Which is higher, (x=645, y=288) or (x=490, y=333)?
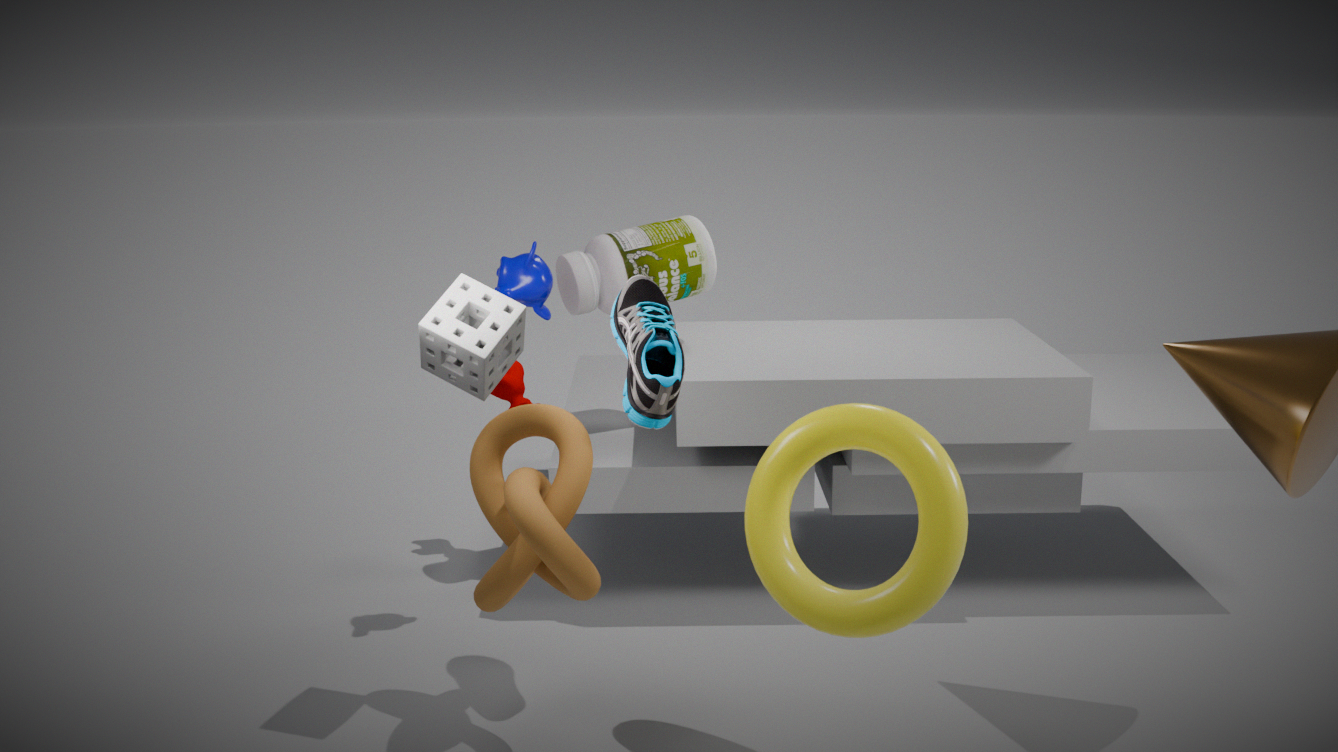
(x=490, y=333)
